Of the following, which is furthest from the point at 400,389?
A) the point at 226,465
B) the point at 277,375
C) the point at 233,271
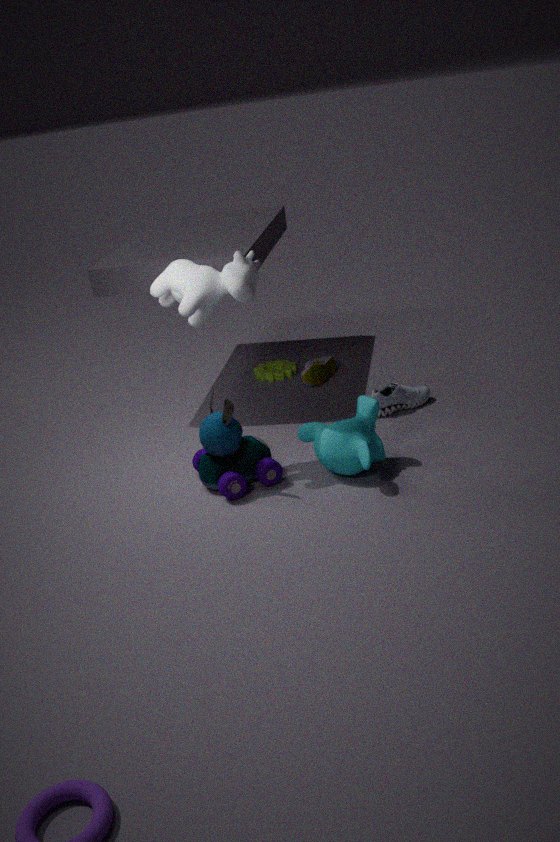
the point at 233,271
